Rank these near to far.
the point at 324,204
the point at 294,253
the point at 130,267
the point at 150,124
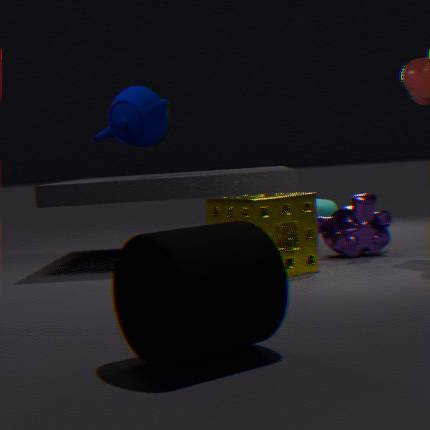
1. the point at 130,267
2. the point at 294,253
3. the point at 150,124
4. the point at 324,204
